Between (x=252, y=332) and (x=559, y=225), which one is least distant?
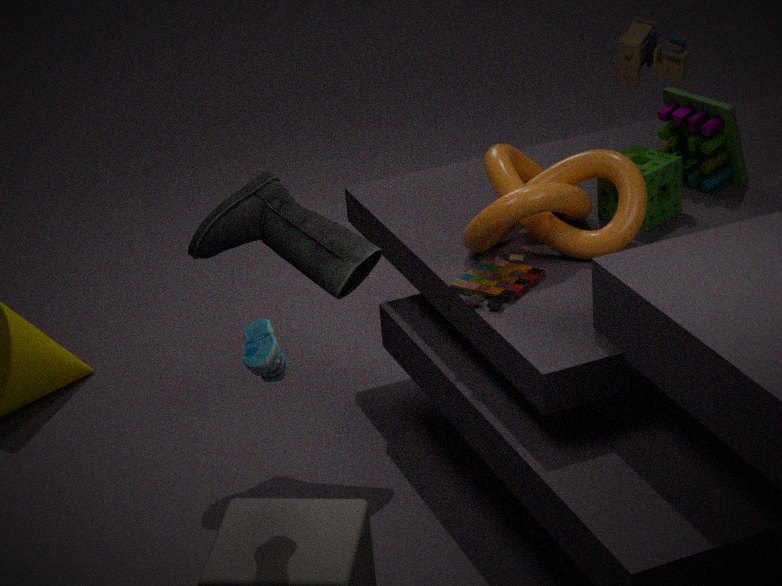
(x=252, y=332)
